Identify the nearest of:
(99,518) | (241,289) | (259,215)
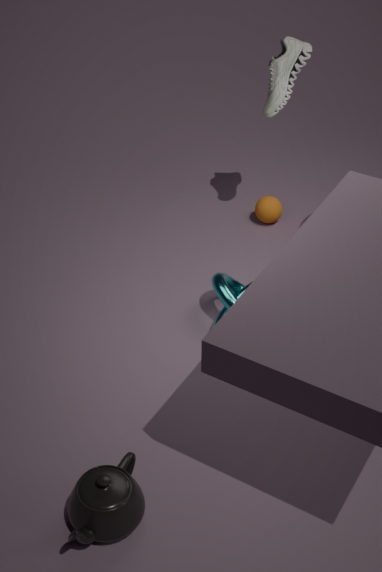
(99,518)
